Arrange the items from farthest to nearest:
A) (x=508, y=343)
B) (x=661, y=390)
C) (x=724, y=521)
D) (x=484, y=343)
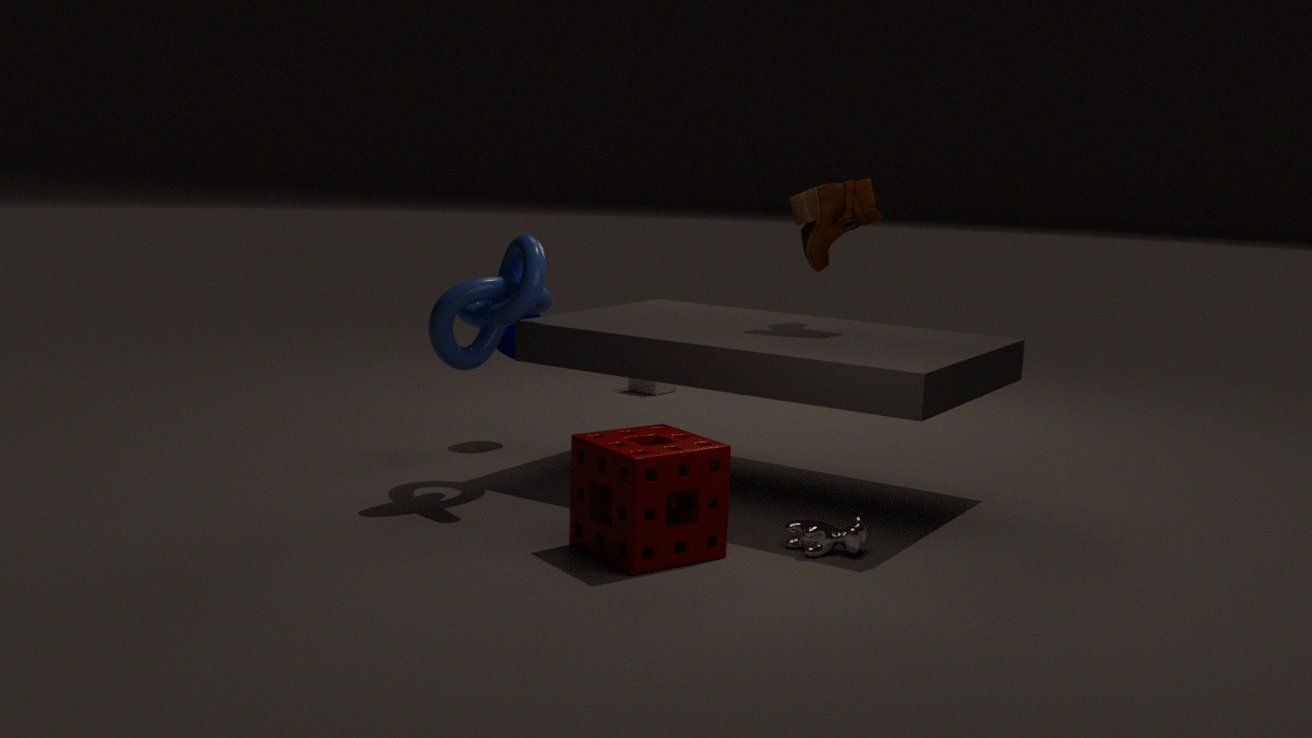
(x=661, y=390) < (x=508, y=343) < (x=484, y=343) < (x=724, y=521)
